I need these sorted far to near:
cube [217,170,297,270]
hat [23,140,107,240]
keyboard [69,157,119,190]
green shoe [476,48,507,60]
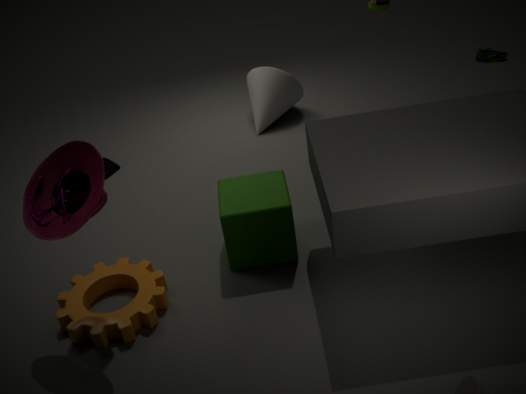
green shoe [476,48,507,60] → keyboard [69,157,119,190] → cube [217,170,297,270] → hat [23,140,107,240]
